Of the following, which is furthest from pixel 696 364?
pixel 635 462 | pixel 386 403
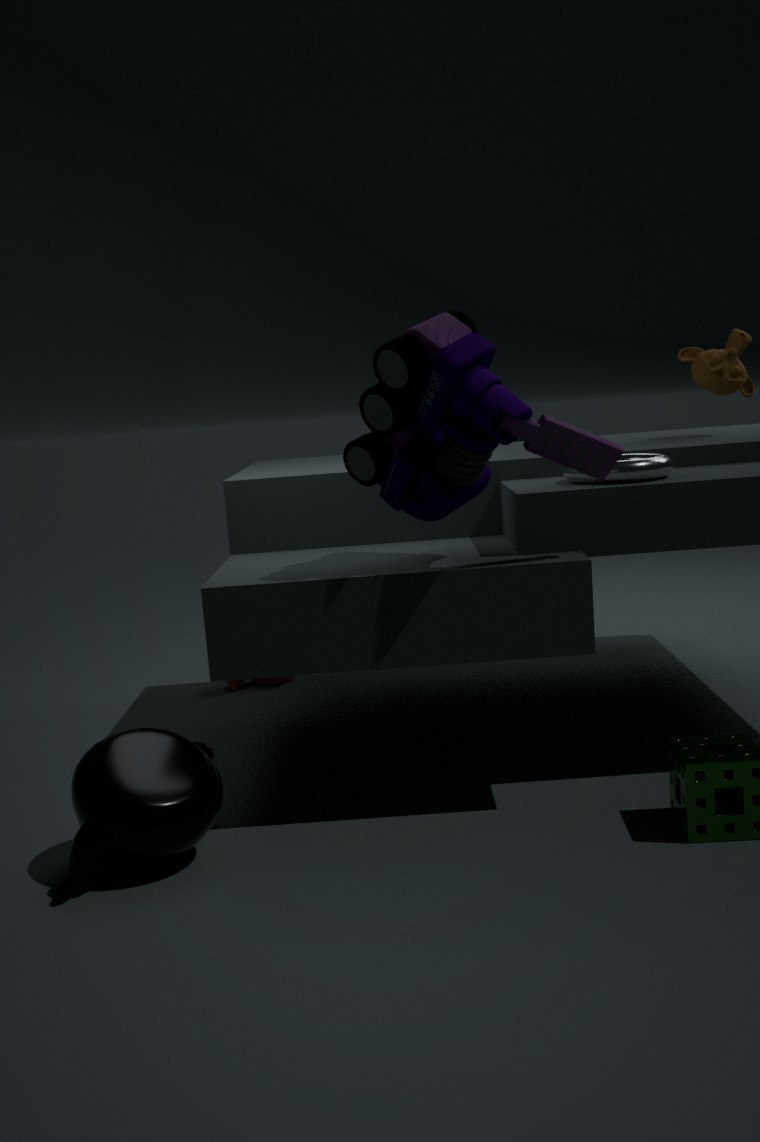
pixel 386 403
